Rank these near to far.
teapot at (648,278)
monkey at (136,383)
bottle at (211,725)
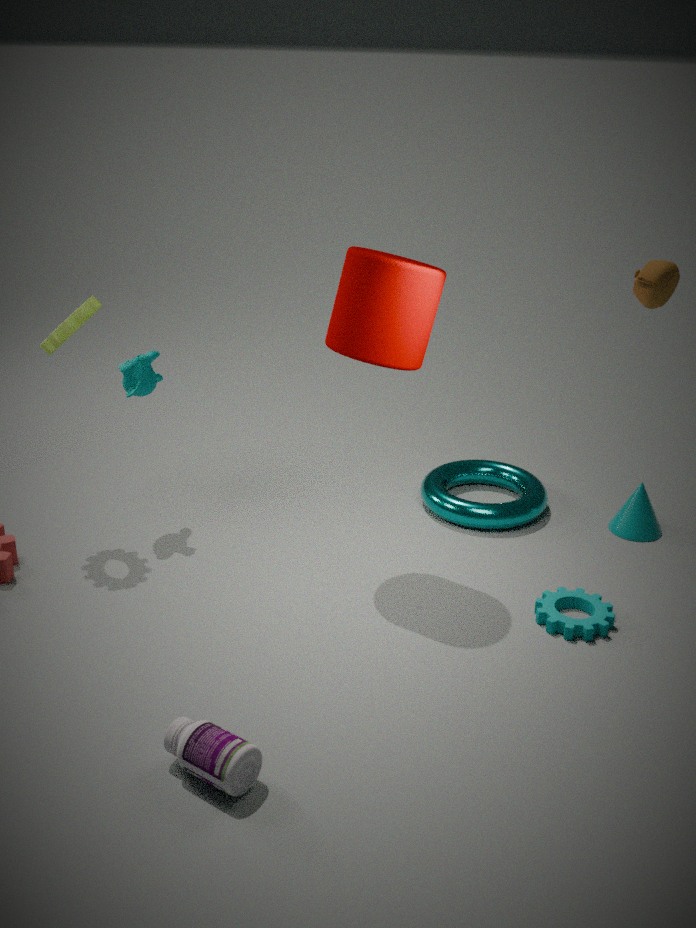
bottle at (211,725)
teapot at (648,278)
monkey at (136,383)
